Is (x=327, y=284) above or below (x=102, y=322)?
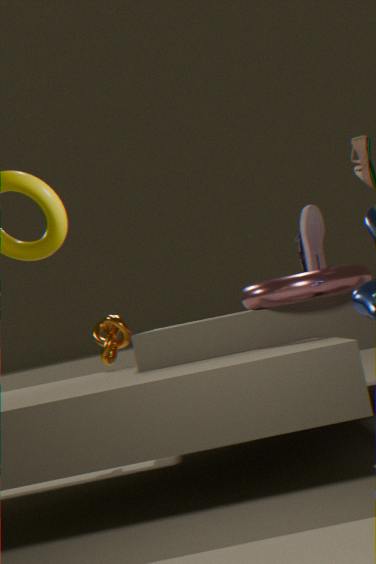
above
